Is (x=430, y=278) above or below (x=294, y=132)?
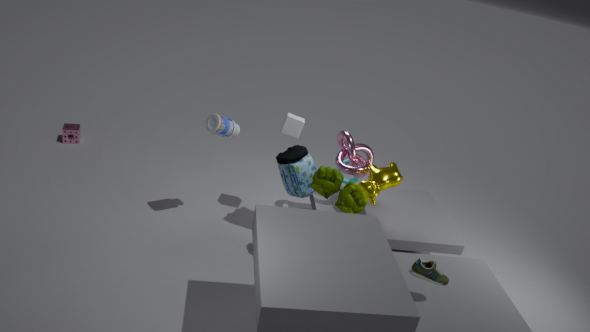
below
